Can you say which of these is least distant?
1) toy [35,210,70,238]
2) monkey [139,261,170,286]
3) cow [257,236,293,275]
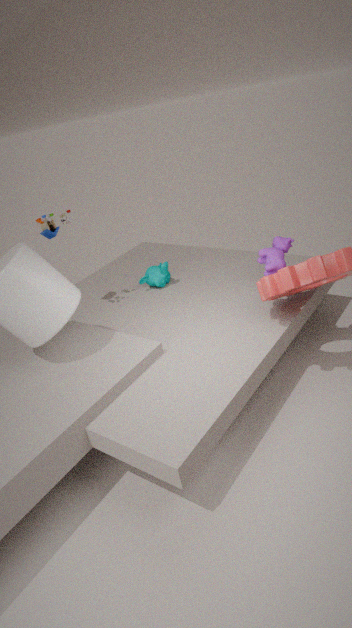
1. toy [35,210,70,238]
